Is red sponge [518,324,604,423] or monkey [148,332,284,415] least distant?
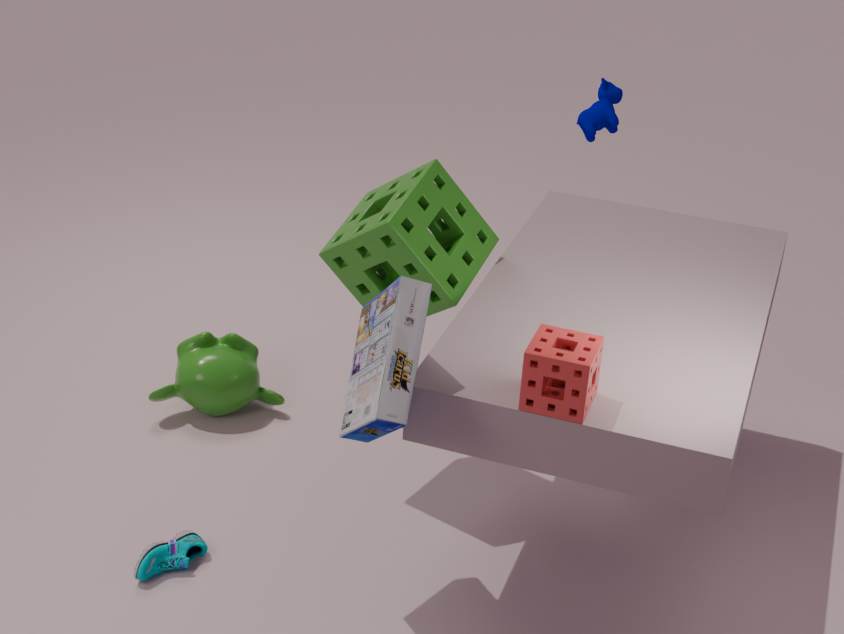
red sponge [518,324,604,423]
